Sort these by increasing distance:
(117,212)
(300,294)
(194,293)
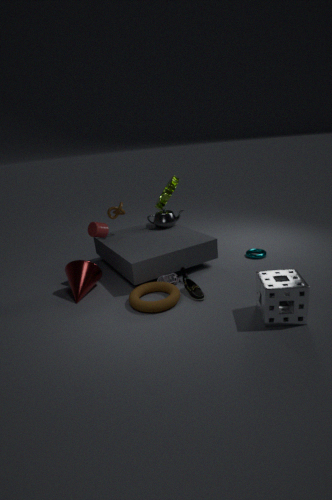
1. (300,294)
2. (194,293)
3. (117,212)
